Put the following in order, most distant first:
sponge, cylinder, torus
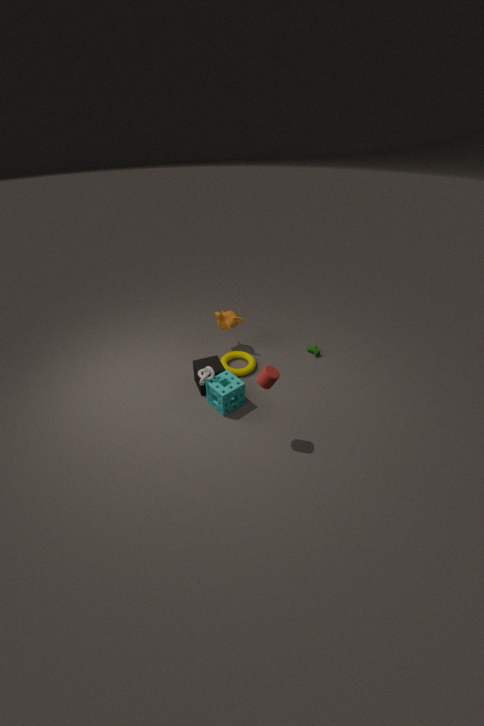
torus, sponge, cylinder
